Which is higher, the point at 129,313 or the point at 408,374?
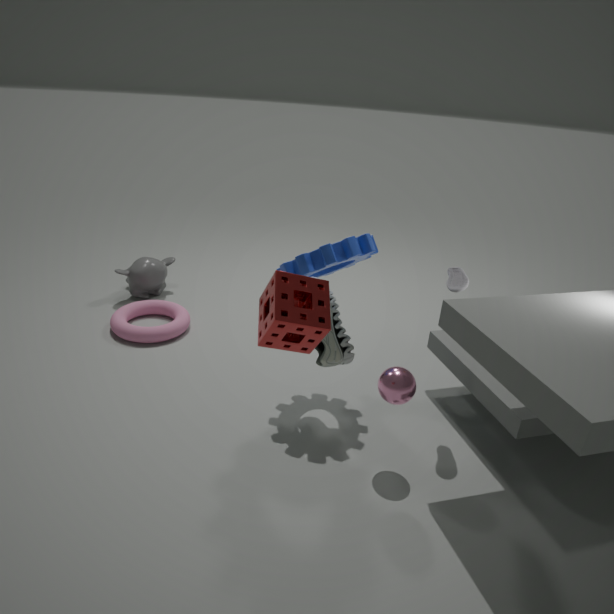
the point at 408,374
